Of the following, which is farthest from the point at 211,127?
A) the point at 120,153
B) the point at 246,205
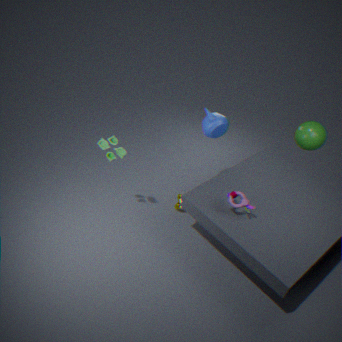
the point at 120,153
